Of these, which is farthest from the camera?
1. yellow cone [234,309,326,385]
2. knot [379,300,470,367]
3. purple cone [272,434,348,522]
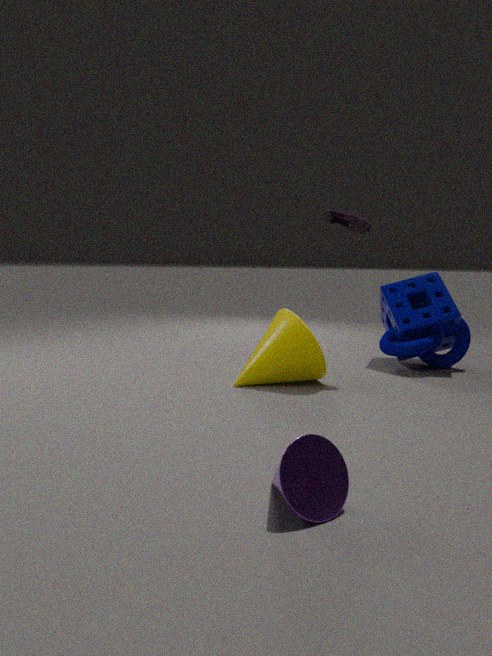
knot [379,300,470,367]
